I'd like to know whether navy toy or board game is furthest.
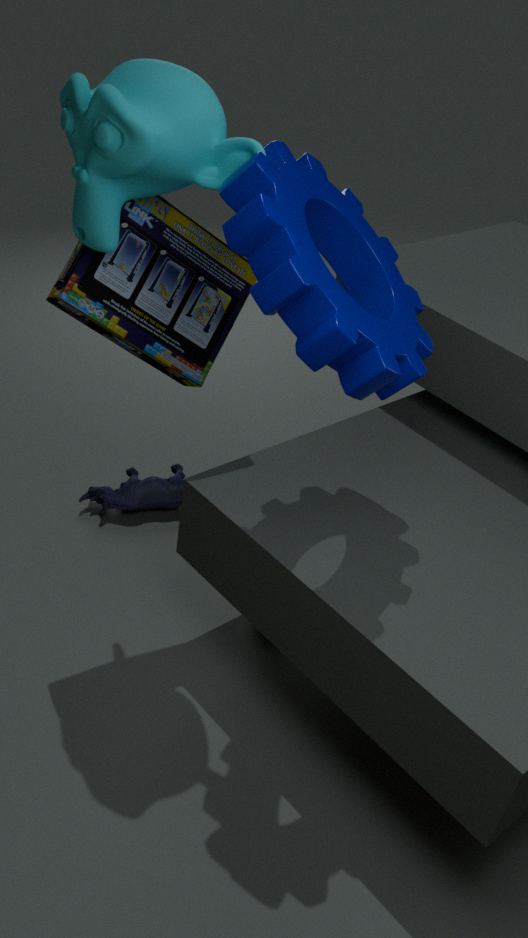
navy toy
